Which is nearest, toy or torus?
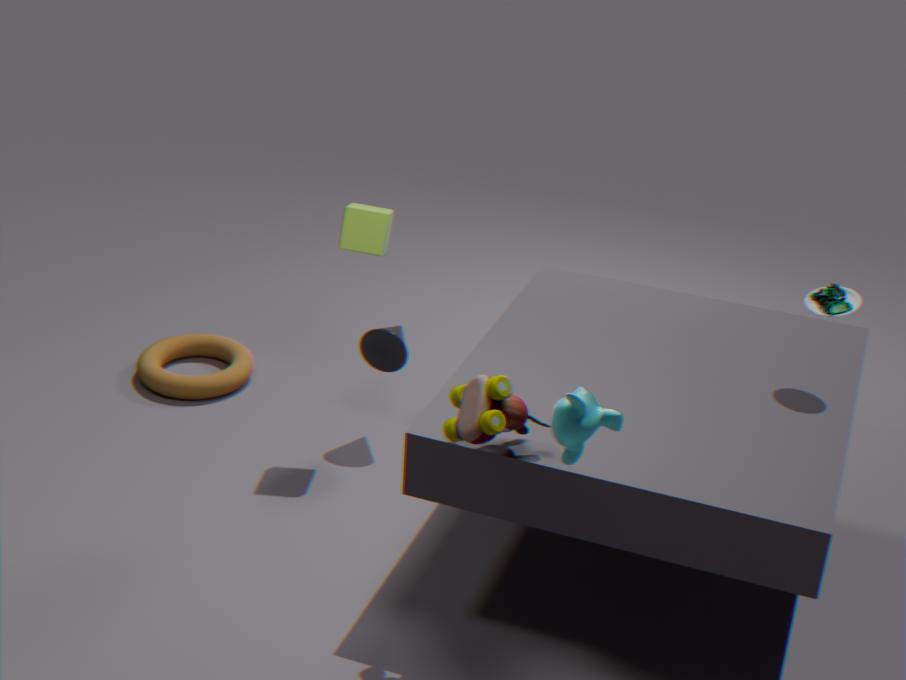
toy
